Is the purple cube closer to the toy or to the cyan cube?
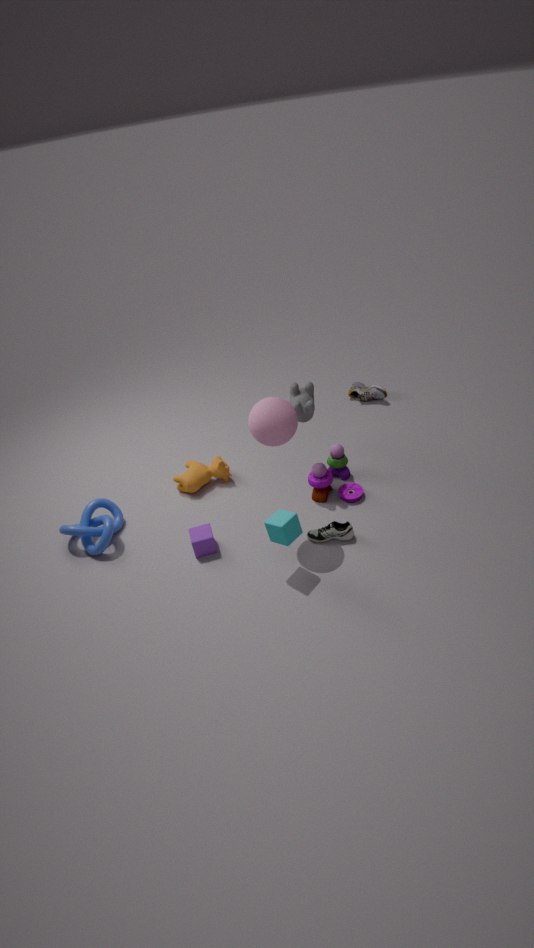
the cyan cube
